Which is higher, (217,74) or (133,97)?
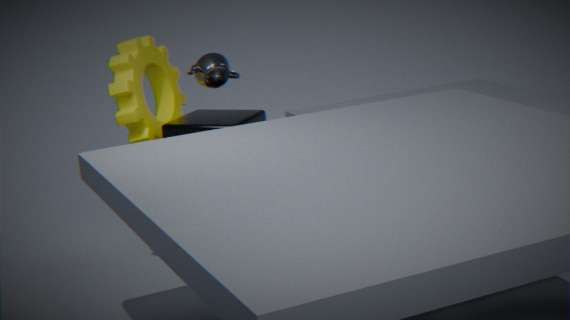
(217,74)
